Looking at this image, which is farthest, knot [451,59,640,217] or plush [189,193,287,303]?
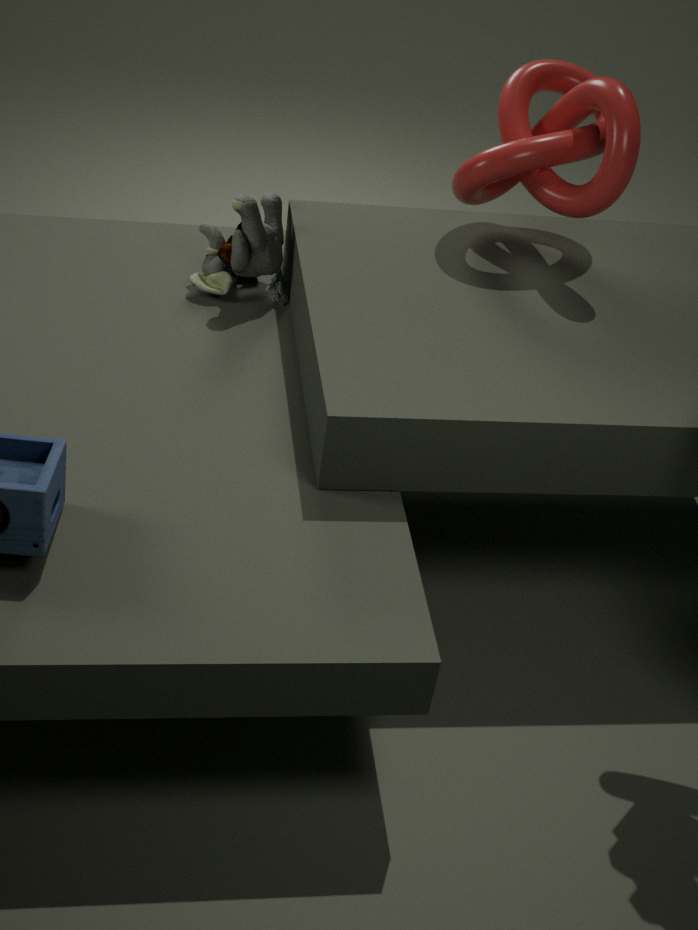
plush [189,193,287,303]
